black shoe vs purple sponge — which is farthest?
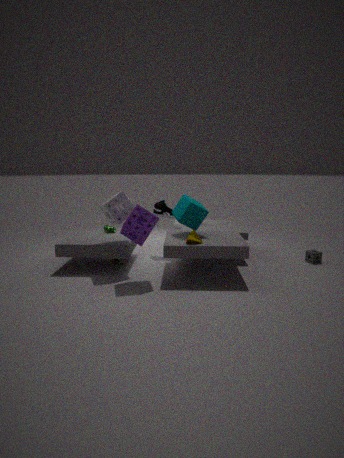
black shoe
